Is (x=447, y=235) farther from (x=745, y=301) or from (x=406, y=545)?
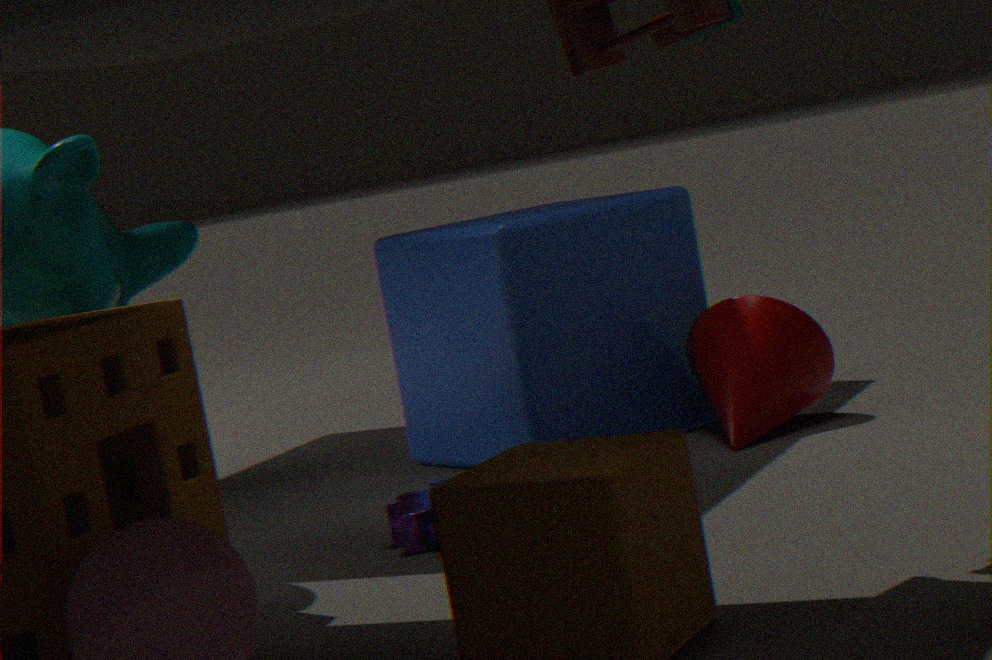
(x=406, y=545)
